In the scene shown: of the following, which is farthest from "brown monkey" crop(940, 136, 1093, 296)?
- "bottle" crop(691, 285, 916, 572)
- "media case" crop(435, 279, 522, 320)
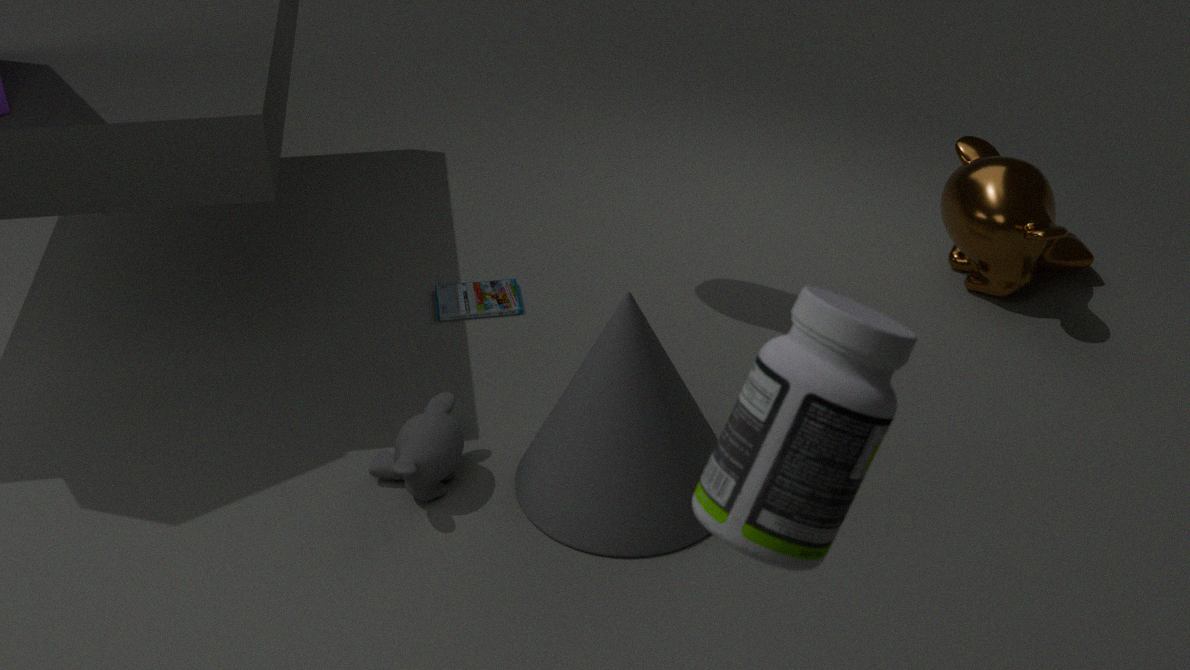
"bottle" crop(691, 285, 916, 572)
